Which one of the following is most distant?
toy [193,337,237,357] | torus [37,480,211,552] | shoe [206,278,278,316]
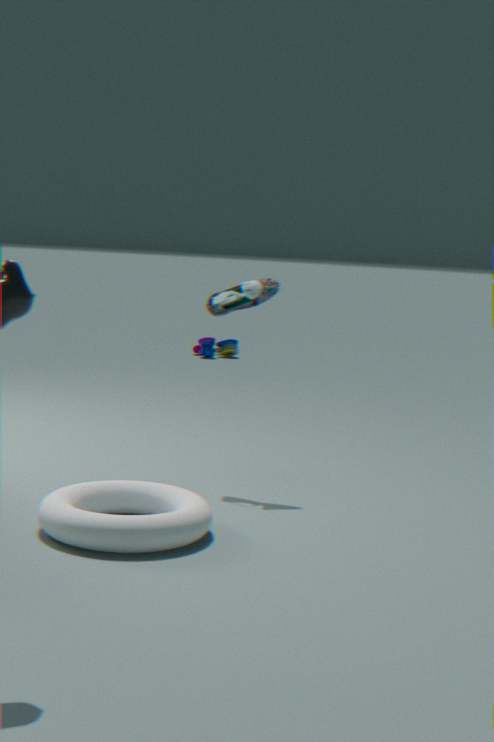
toy [193,337,237,357]
